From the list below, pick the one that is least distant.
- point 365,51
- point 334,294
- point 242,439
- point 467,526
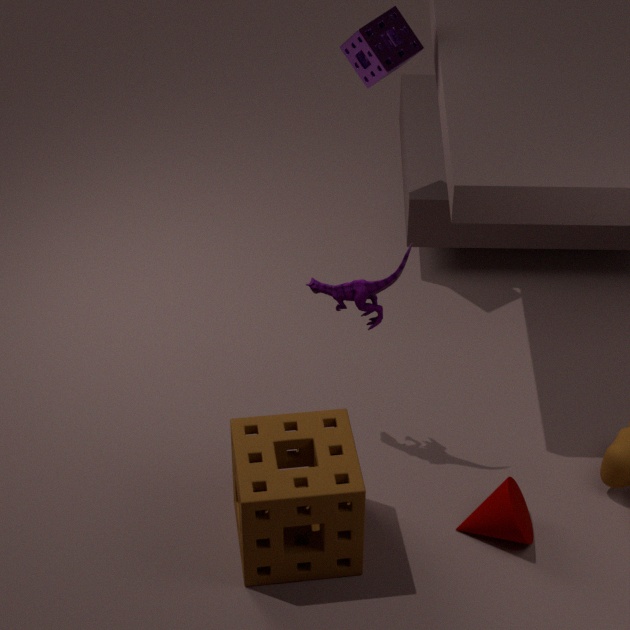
point 242,439
